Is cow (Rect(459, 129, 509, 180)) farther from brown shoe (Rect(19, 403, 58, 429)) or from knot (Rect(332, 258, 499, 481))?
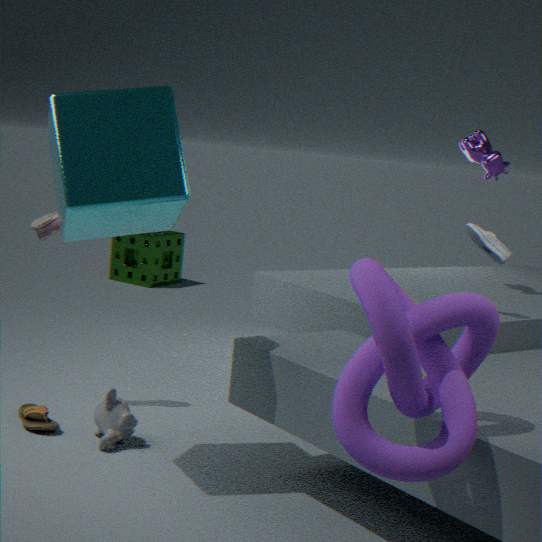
brown shoe (Rect(19, 403, 58, 429))
